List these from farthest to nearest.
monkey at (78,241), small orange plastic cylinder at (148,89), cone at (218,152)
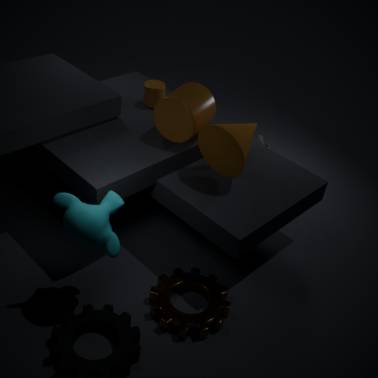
small orange plastic cylinder at (148,89)
cone at (218,152)
monkey at (78,241)
